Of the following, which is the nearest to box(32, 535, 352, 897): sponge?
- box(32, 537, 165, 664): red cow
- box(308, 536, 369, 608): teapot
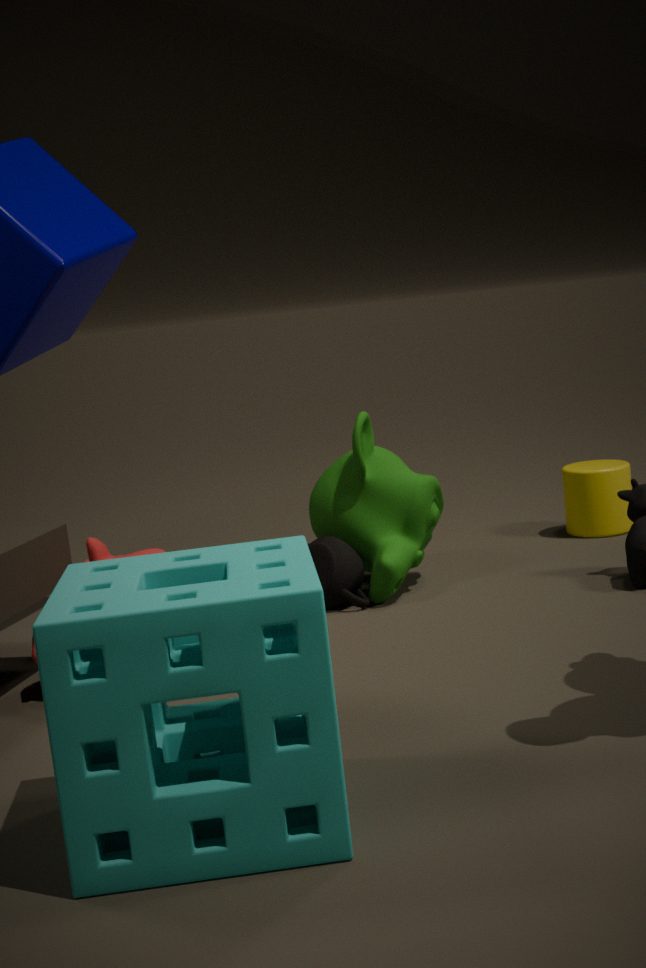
box(32, 537, 165, 664): red cow
